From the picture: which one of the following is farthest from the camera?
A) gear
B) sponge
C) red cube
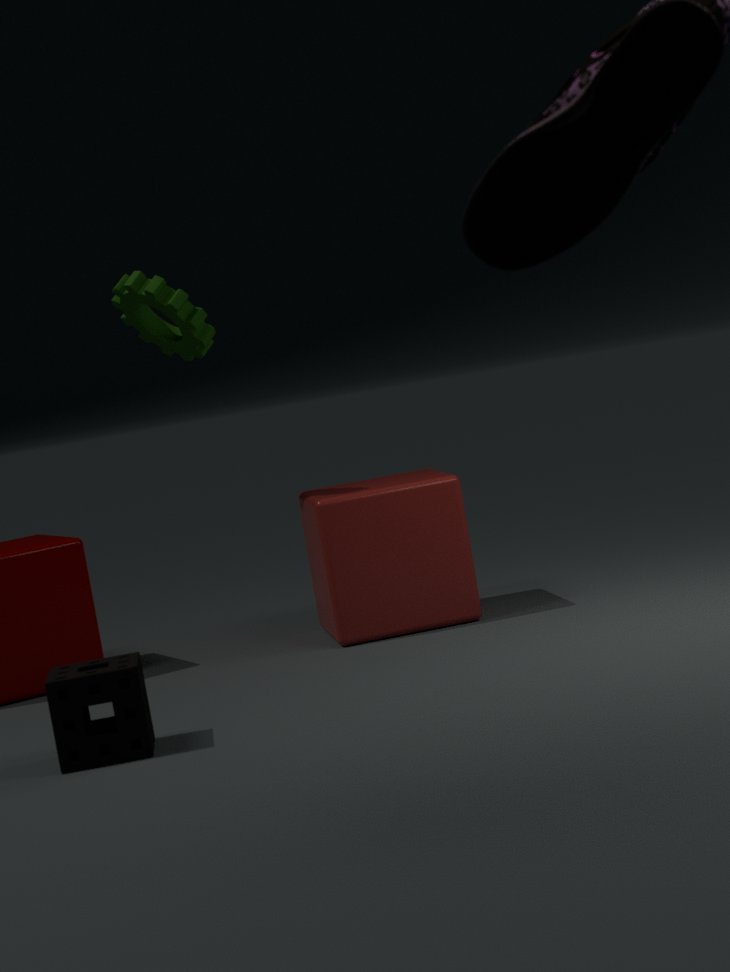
gear
